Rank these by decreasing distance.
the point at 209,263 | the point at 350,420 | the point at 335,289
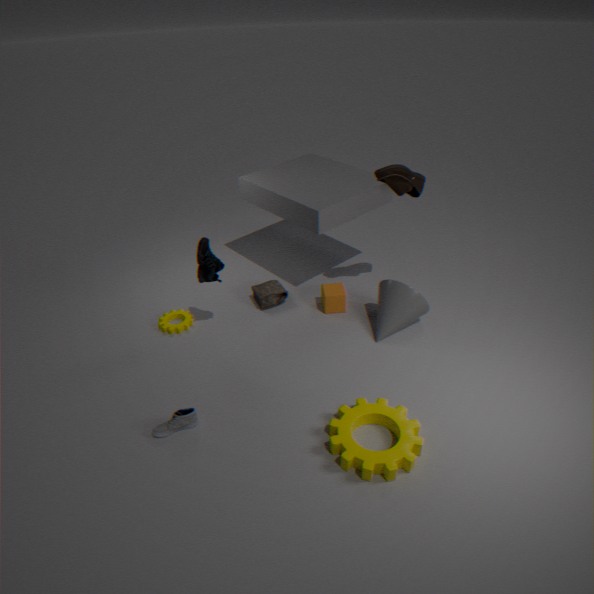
the point at 335,289 < the point at 209,263 < the point at 350,420
